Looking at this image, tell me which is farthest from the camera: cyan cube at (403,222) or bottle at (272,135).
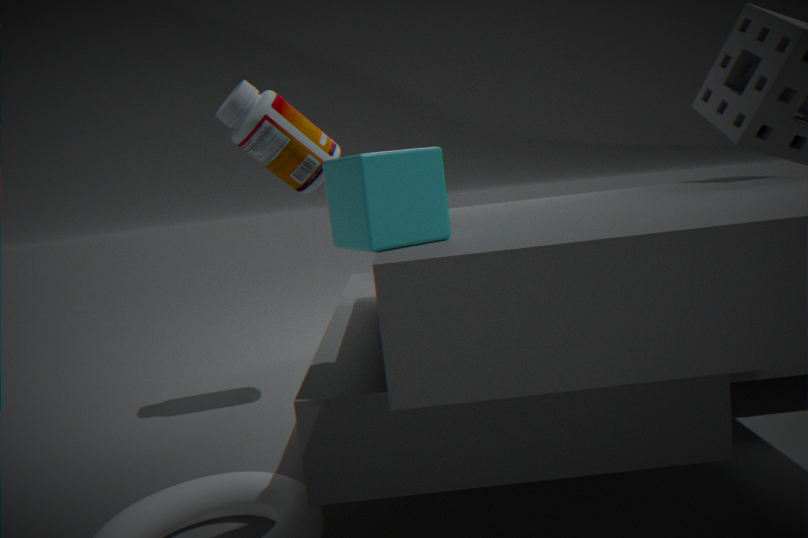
bottle at (272,135)
